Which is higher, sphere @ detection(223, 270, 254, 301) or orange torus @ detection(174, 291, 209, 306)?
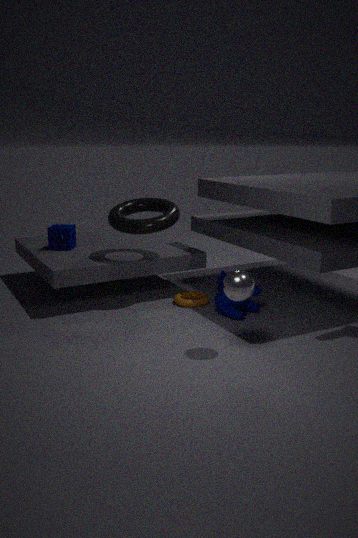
sphere @ detection(223, 270, 254, 301)
